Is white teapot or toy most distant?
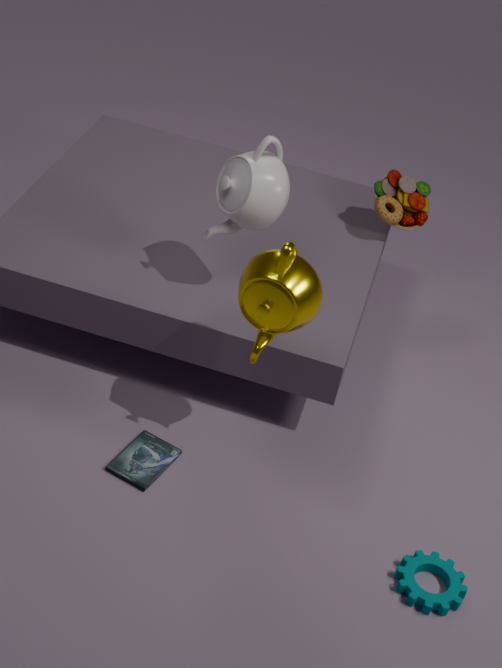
toy
